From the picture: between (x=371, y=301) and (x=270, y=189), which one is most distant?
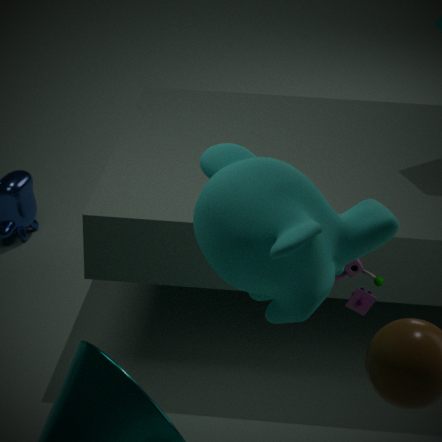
(x=371, y=301)
